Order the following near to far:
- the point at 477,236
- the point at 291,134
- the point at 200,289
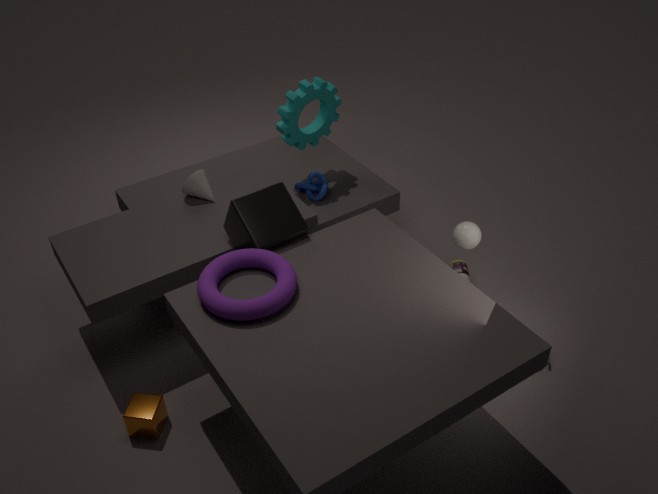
1. the point at 200,289
2. the point at 477,236
3. the point at 291,134
